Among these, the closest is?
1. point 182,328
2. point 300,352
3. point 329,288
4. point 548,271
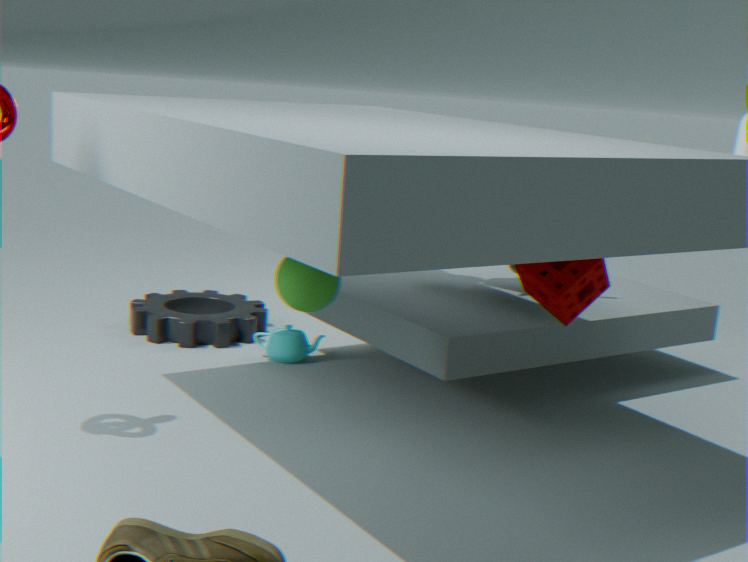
point 329,288
